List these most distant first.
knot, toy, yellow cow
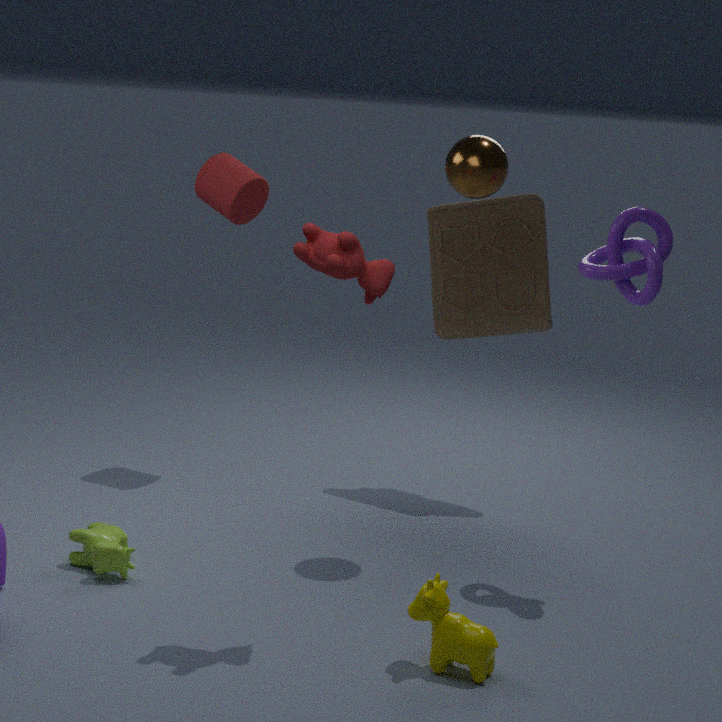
toy → knot → yellow cow
